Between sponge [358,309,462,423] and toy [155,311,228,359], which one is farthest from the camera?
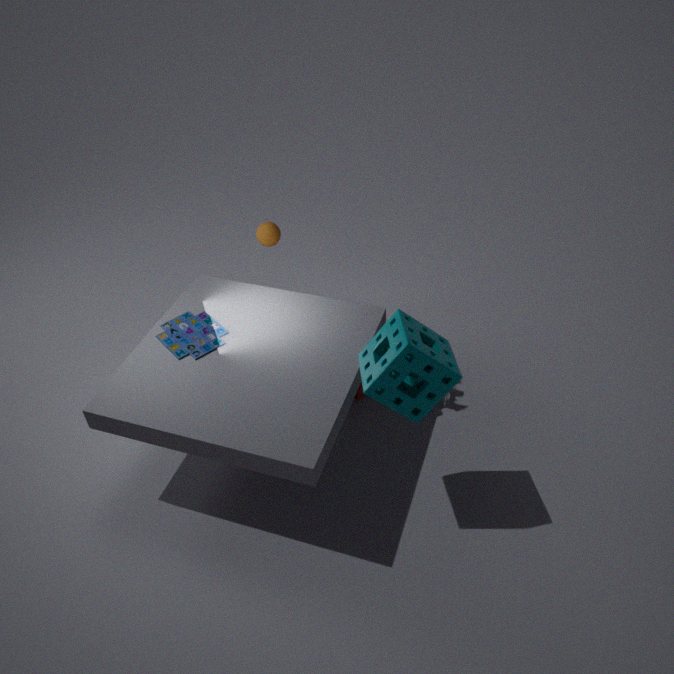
toy [155,311,228,359]
